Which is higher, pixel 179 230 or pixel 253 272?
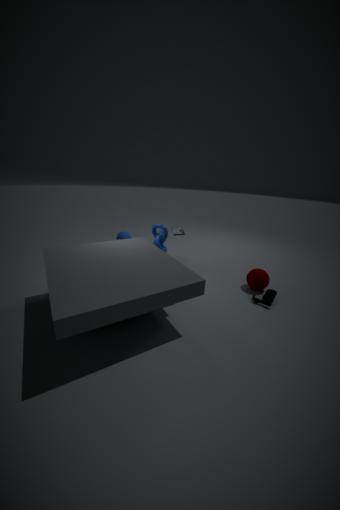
pixel 179 230
